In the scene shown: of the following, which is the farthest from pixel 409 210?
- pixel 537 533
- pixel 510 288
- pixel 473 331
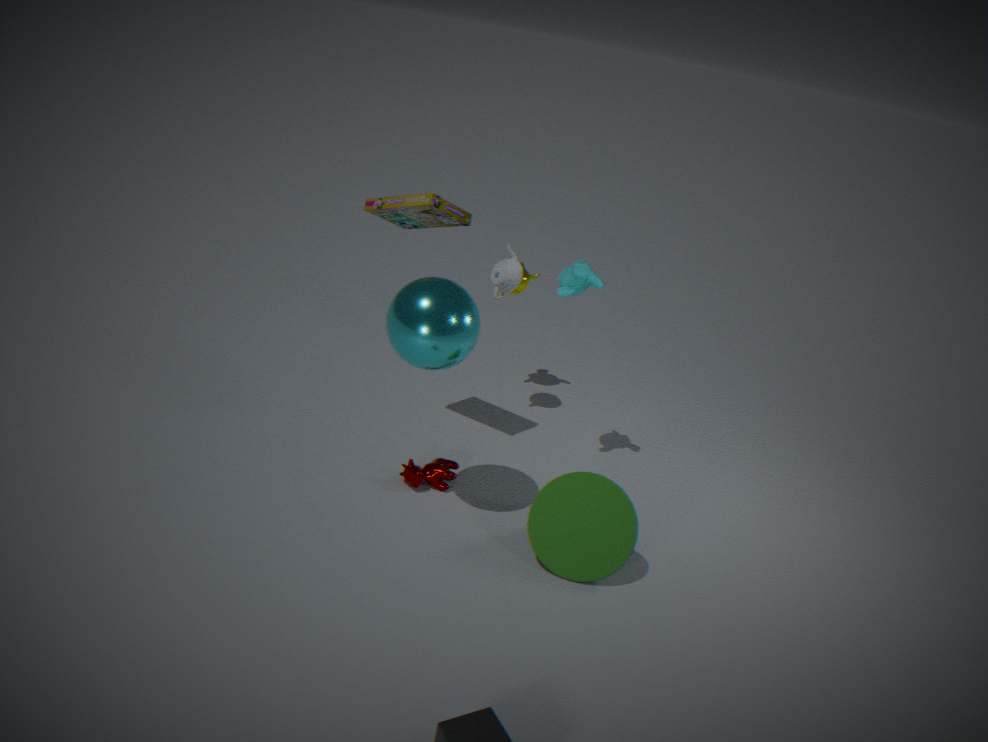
pixel 537 533
